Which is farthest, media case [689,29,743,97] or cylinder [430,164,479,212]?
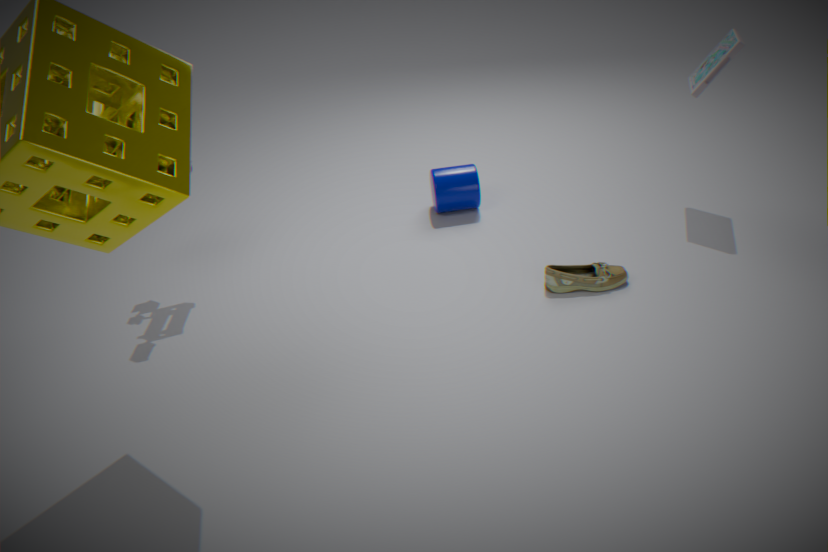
cylinder [430,164,479,212]
